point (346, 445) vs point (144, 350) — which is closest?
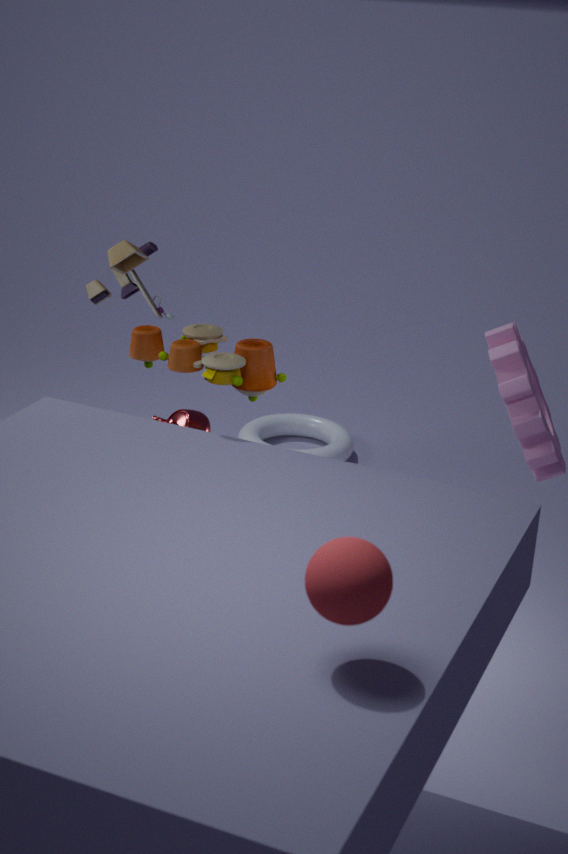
point (144, 350)
